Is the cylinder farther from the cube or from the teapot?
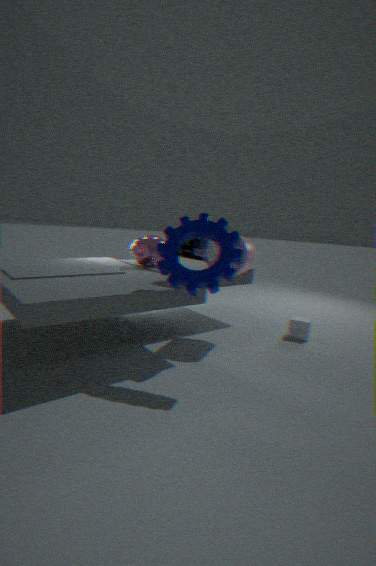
the cube
